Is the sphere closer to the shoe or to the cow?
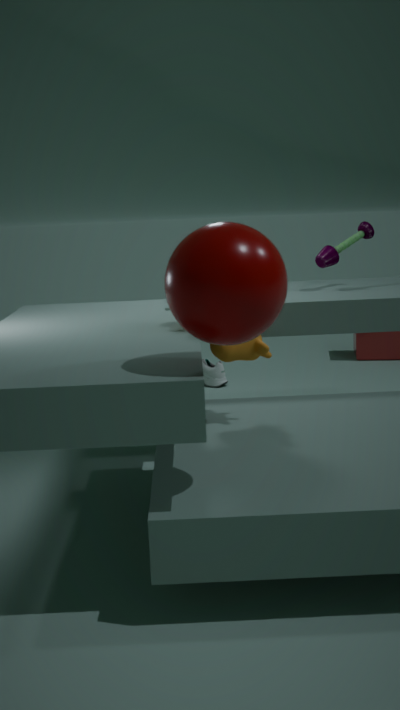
the cow
